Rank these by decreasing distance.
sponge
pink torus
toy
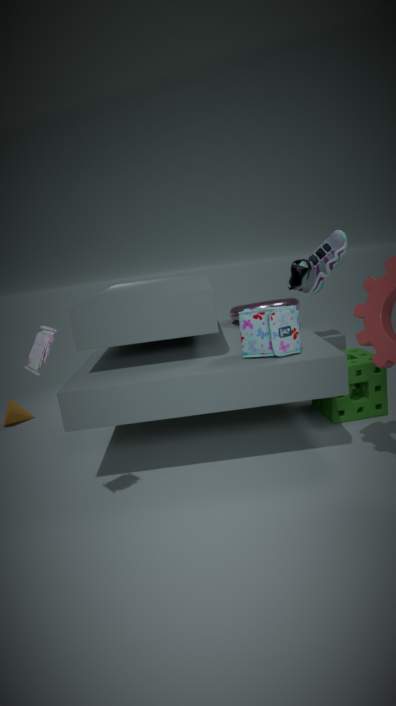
1. pink torus
2. sponge
3. toy
